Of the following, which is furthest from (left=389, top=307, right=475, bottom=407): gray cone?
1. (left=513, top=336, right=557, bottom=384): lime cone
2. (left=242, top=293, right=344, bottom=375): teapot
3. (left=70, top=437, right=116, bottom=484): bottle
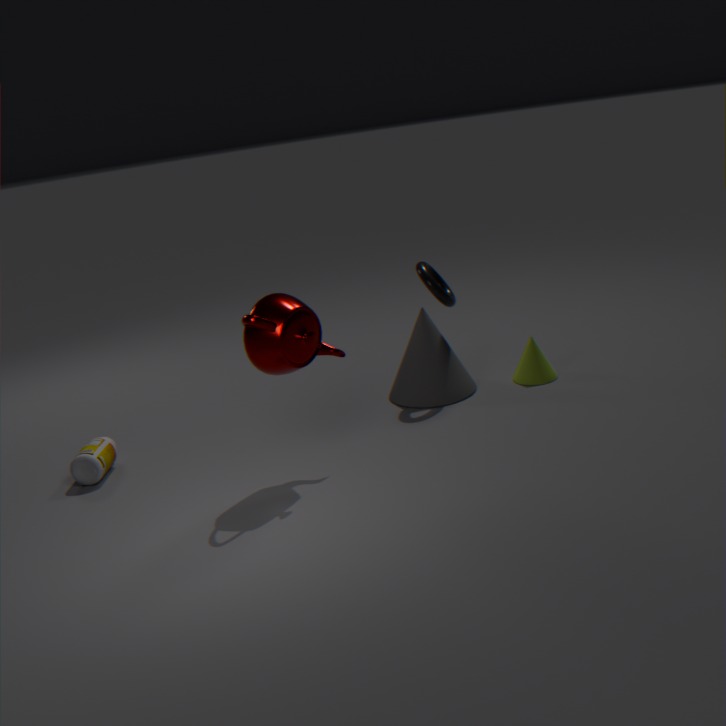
(left=70, top=437, right=116, bottom=484): bottle
